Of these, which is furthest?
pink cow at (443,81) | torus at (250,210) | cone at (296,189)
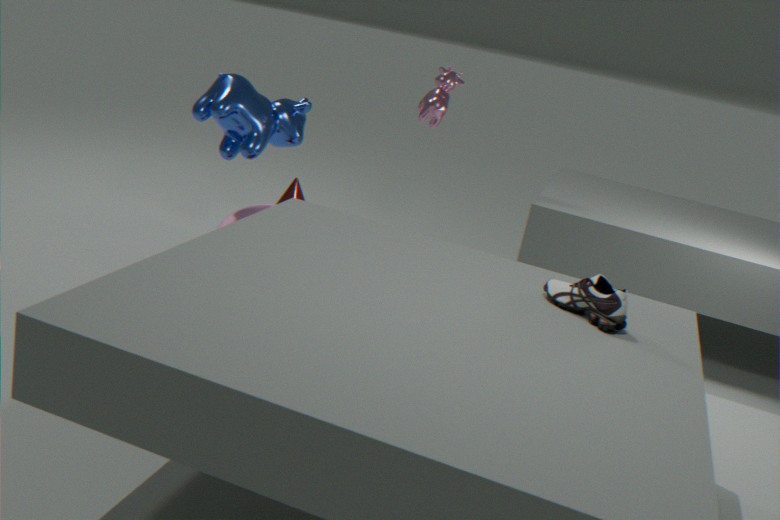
pink cow at (443,81)
